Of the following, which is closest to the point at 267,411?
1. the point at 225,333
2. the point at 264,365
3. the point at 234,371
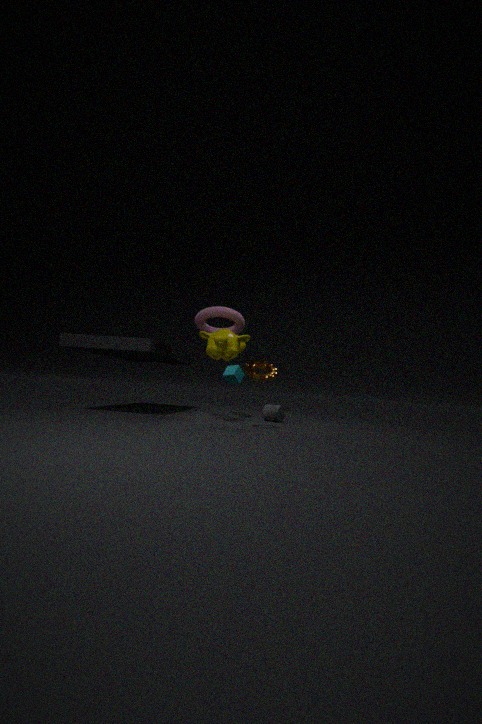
the point at 234,371
